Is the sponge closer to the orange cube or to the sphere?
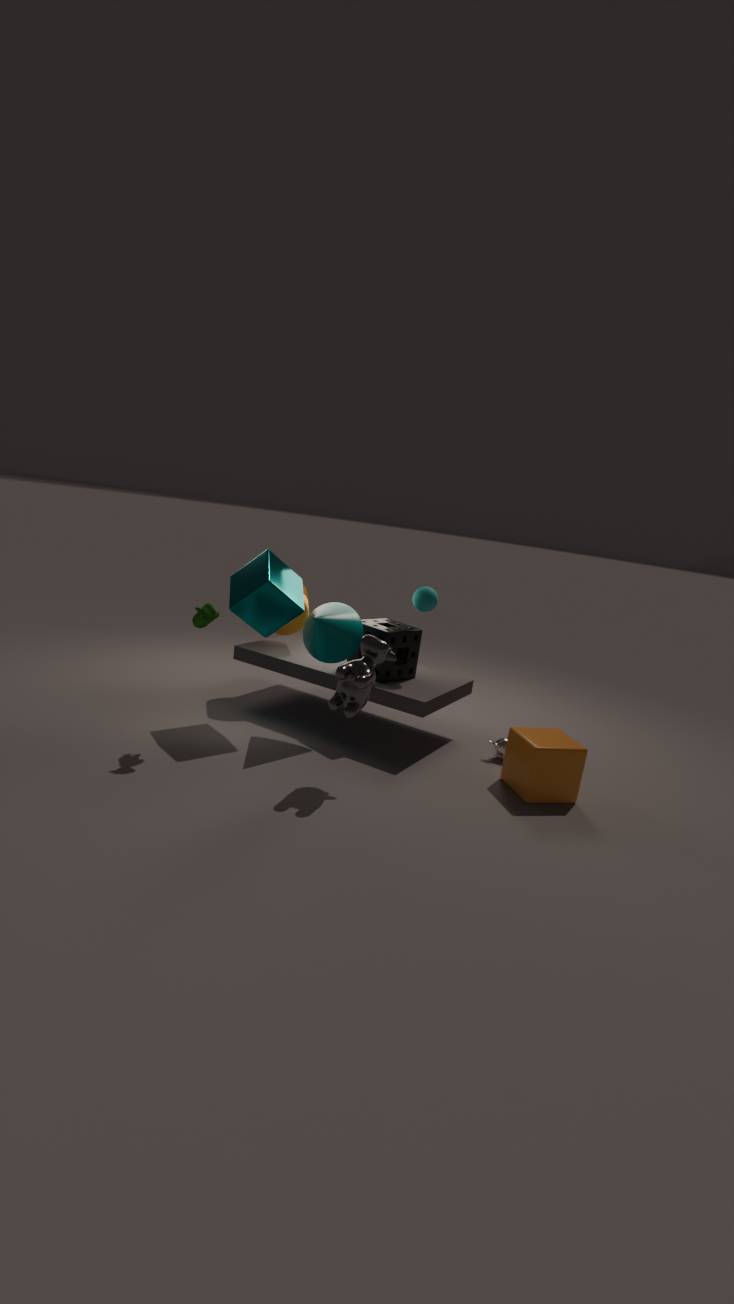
the sphere
